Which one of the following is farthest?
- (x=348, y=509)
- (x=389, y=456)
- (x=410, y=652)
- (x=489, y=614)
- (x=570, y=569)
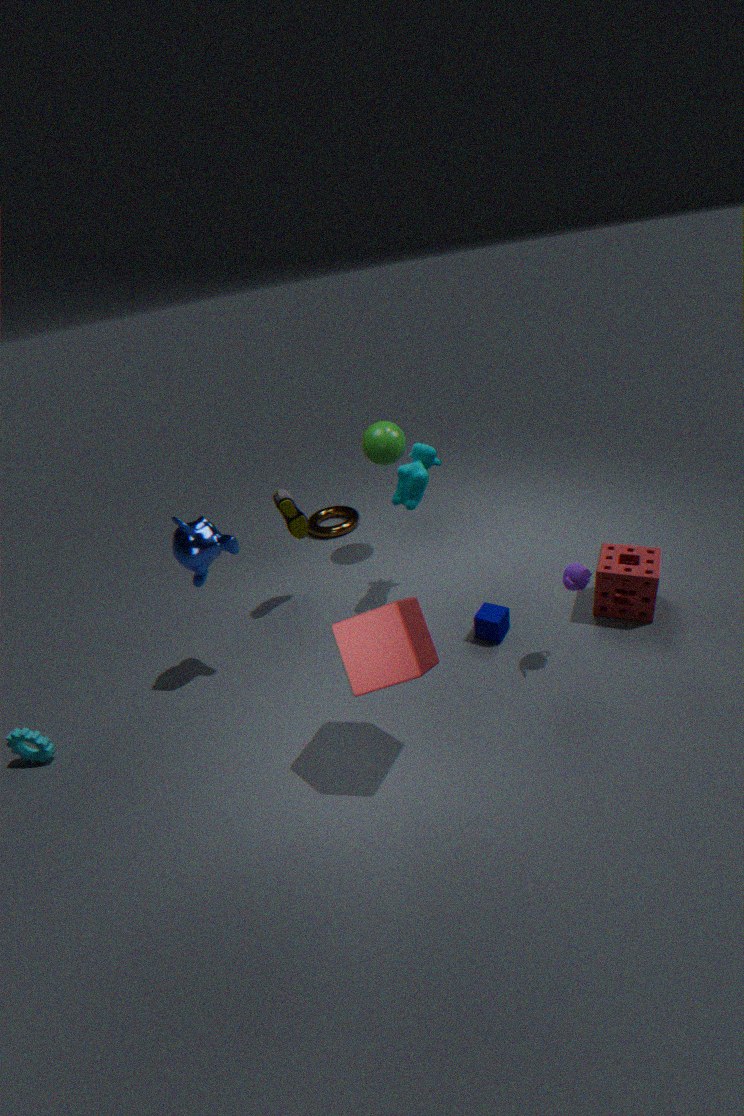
(x=348, y=509)
